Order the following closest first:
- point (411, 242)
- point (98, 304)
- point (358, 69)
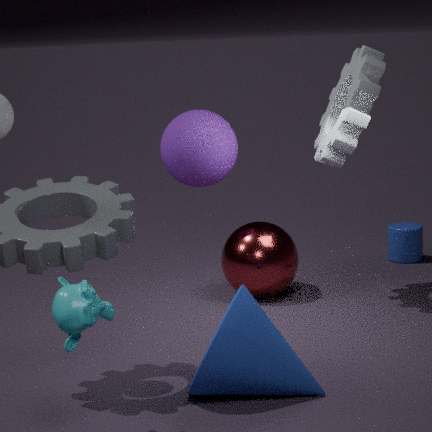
point (98, 304)
point (358, 69)
point (411, 242)
